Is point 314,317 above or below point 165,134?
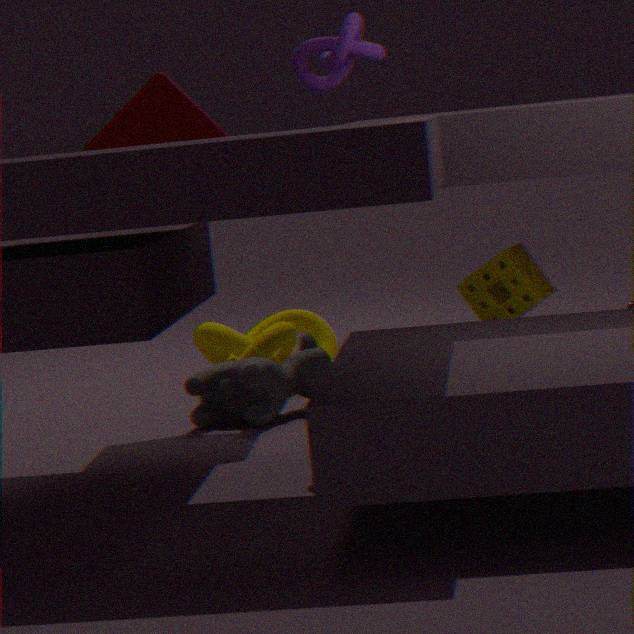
below
